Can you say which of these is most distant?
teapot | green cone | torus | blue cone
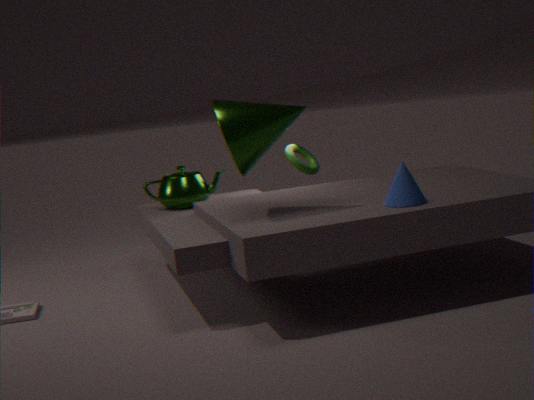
torus
